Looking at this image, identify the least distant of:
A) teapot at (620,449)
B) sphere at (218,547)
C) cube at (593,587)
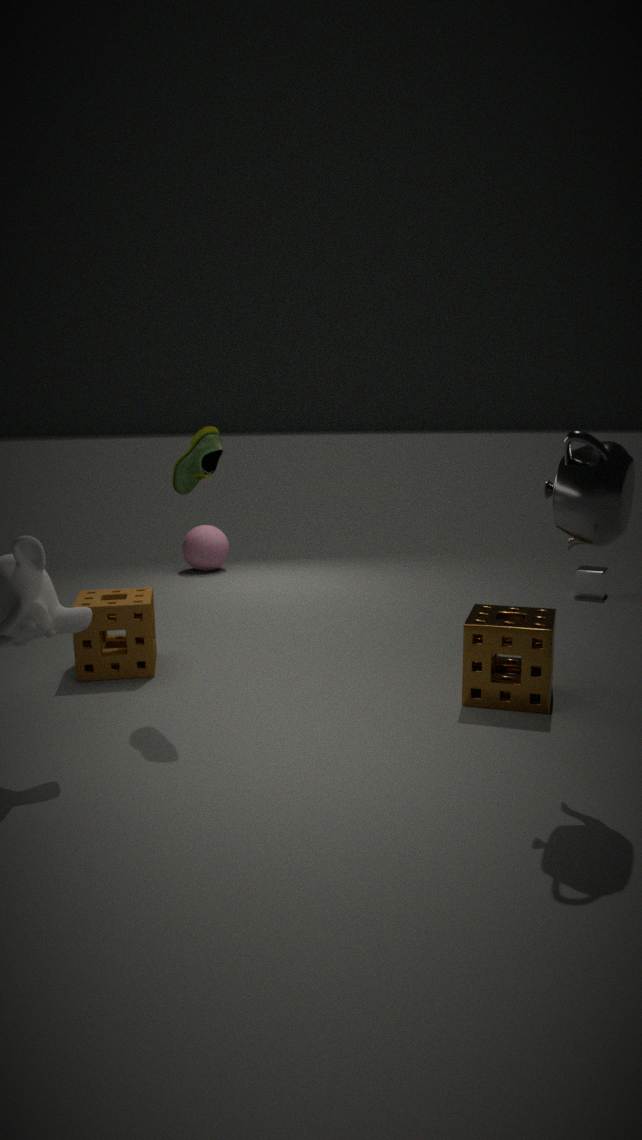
teapot at (620,449)
